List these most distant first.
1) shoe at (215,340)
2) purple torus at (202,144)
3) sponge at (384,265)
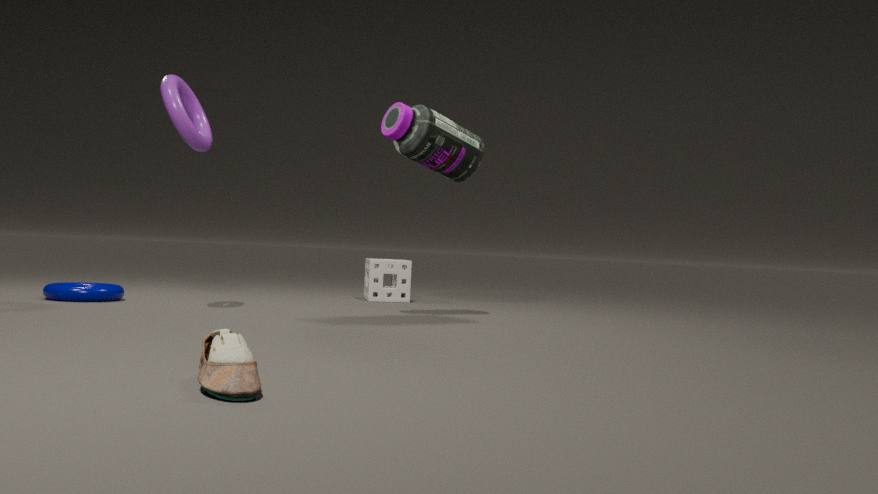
3. sponge at (384,265) < 2. purple torus at (202,144) < 1. shoe at (215,340)
